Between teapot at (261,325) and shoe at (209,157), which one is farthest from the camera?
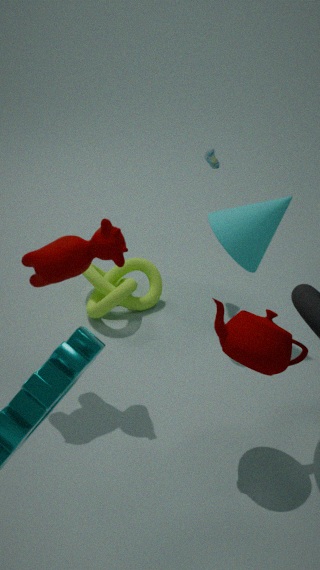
shoe at (209,157)
